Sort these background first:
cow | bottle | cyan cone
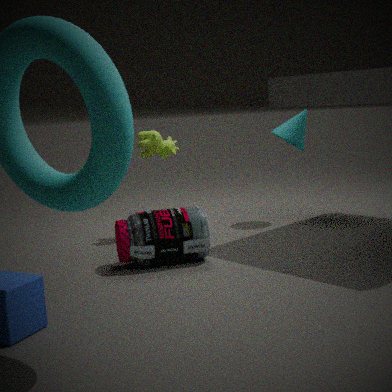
cyan cone, cow, bottle
